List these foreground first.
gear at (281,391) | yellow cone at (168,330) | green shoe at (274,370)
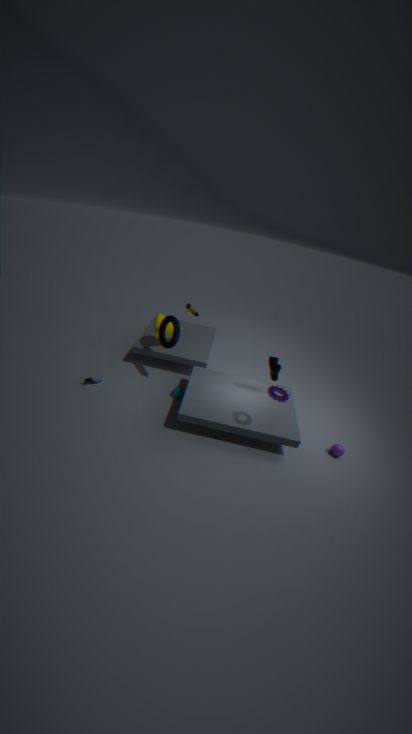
1. gear at (281,391)
2. green shoe at (274,370)
3. yellow cone at (168,330)
